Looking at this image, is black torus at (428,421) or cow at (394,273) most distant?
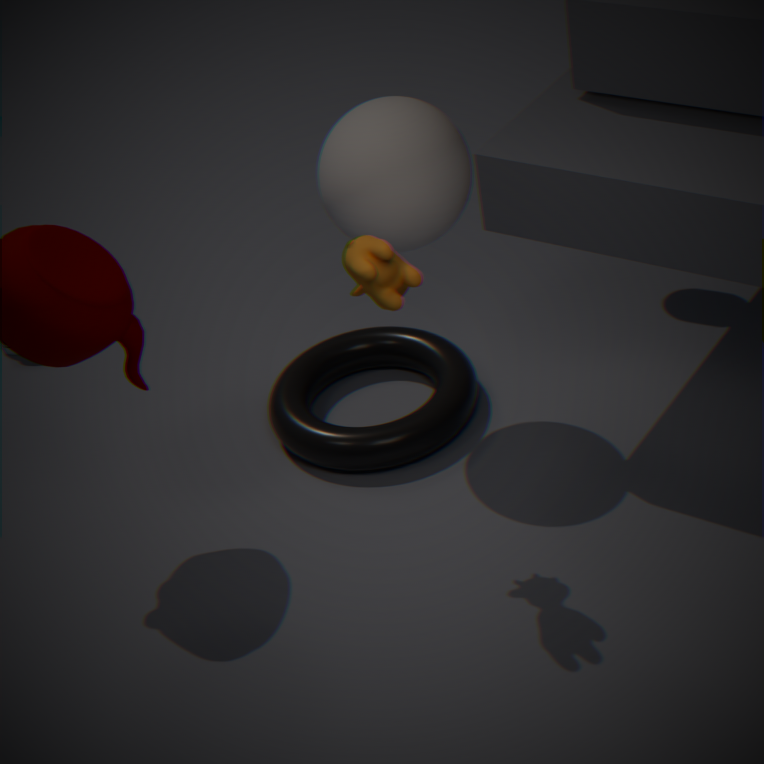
black torus at (428,421)
